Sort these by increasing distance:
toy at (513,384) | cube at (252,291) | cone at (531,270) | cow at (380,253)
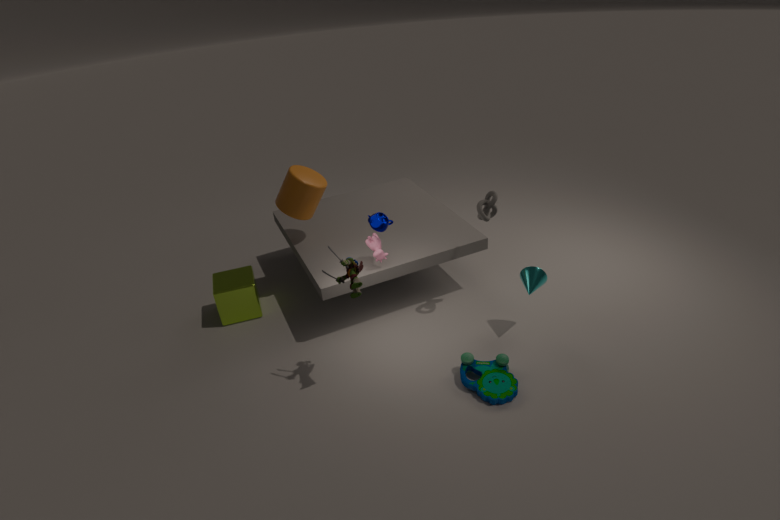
toy at (513,384)
cone at (531,270)
cow at (380,253)
cube at (252,291)
